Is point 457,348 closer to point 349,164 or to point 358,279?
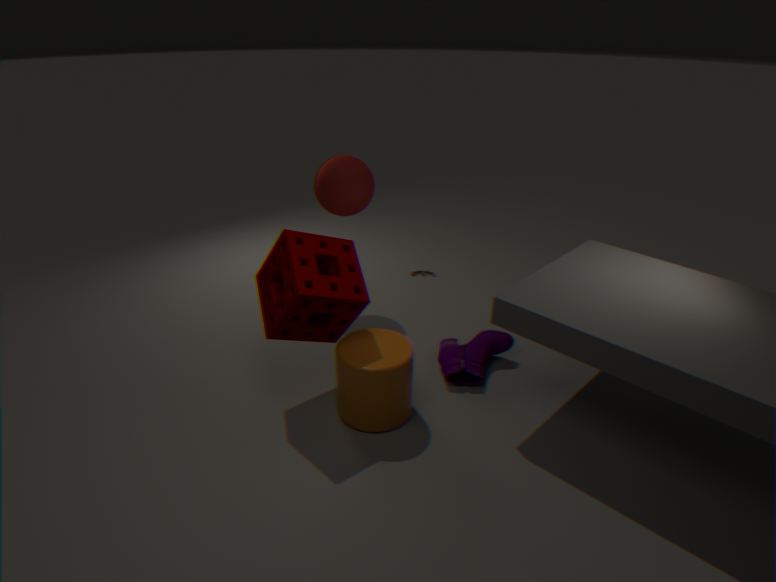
point 358,279
